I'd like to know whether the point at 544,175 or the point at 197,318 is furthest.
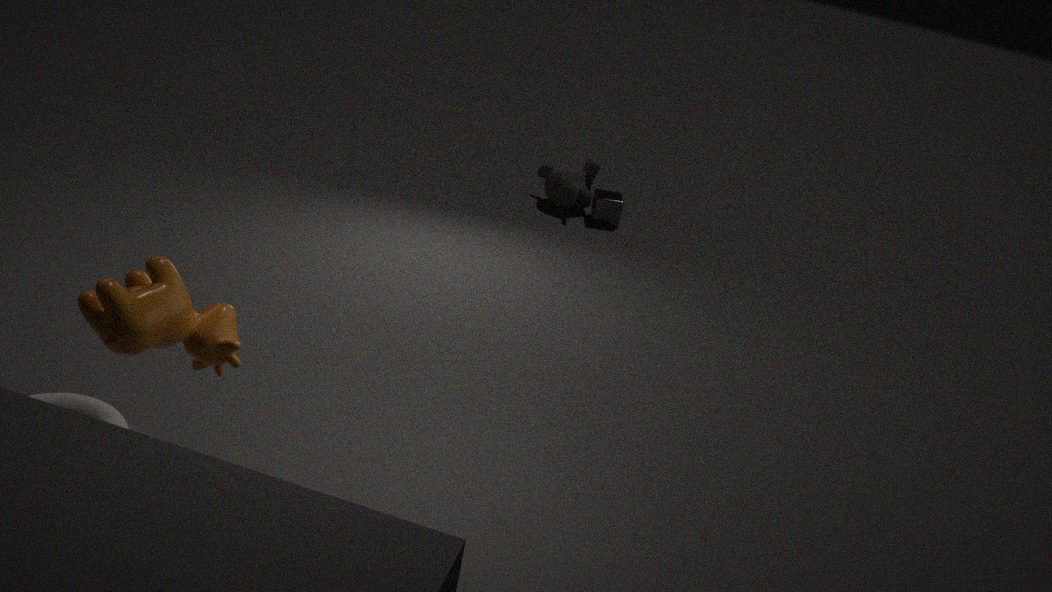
the point at 544,175
